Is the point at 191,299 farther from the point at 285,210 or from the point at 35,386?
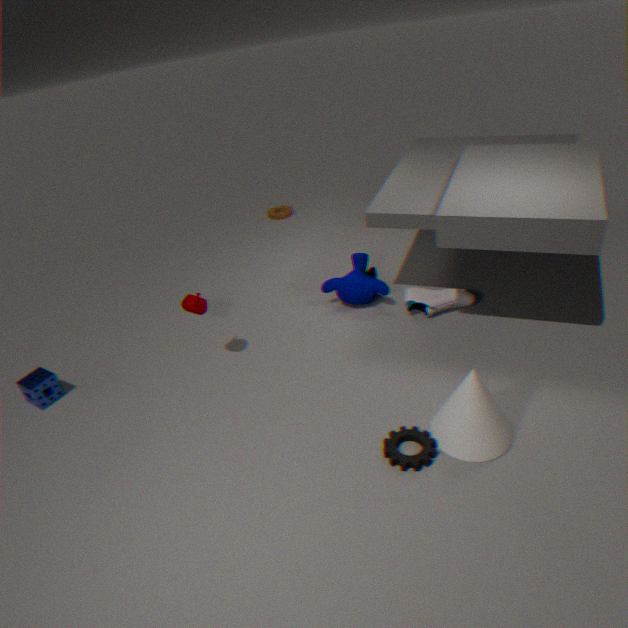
the point at 285,210
